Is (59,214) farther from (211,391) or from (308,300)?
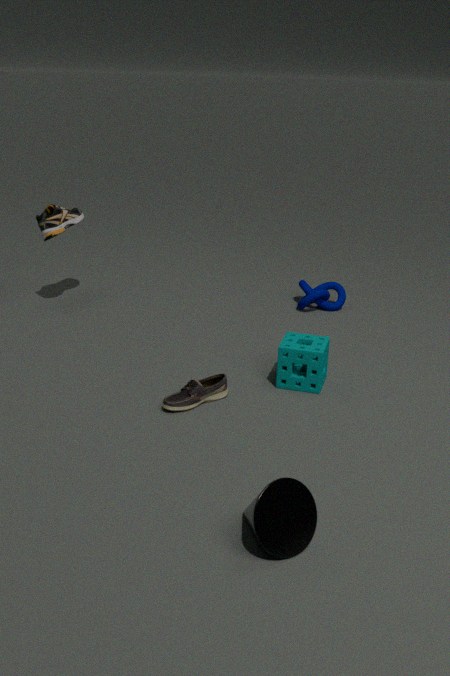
(211,391)
